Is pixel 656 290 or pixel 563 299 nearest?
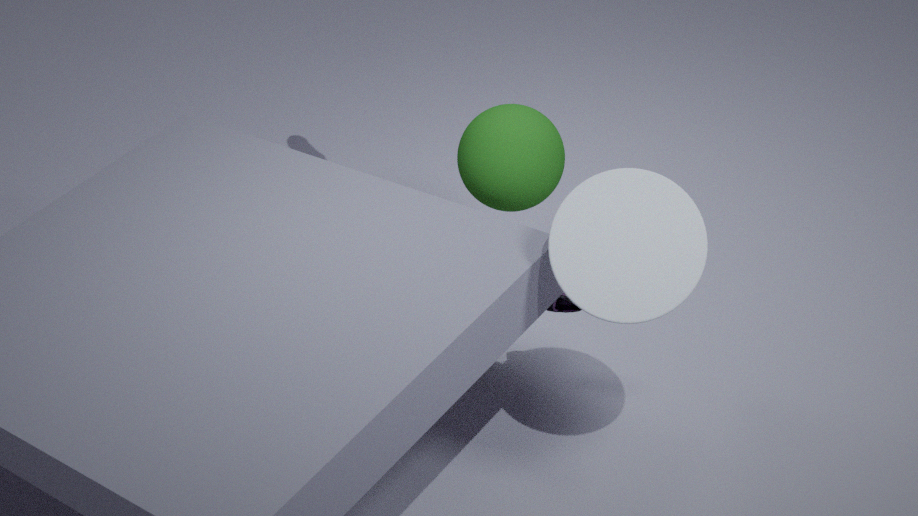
pixel 656 290
